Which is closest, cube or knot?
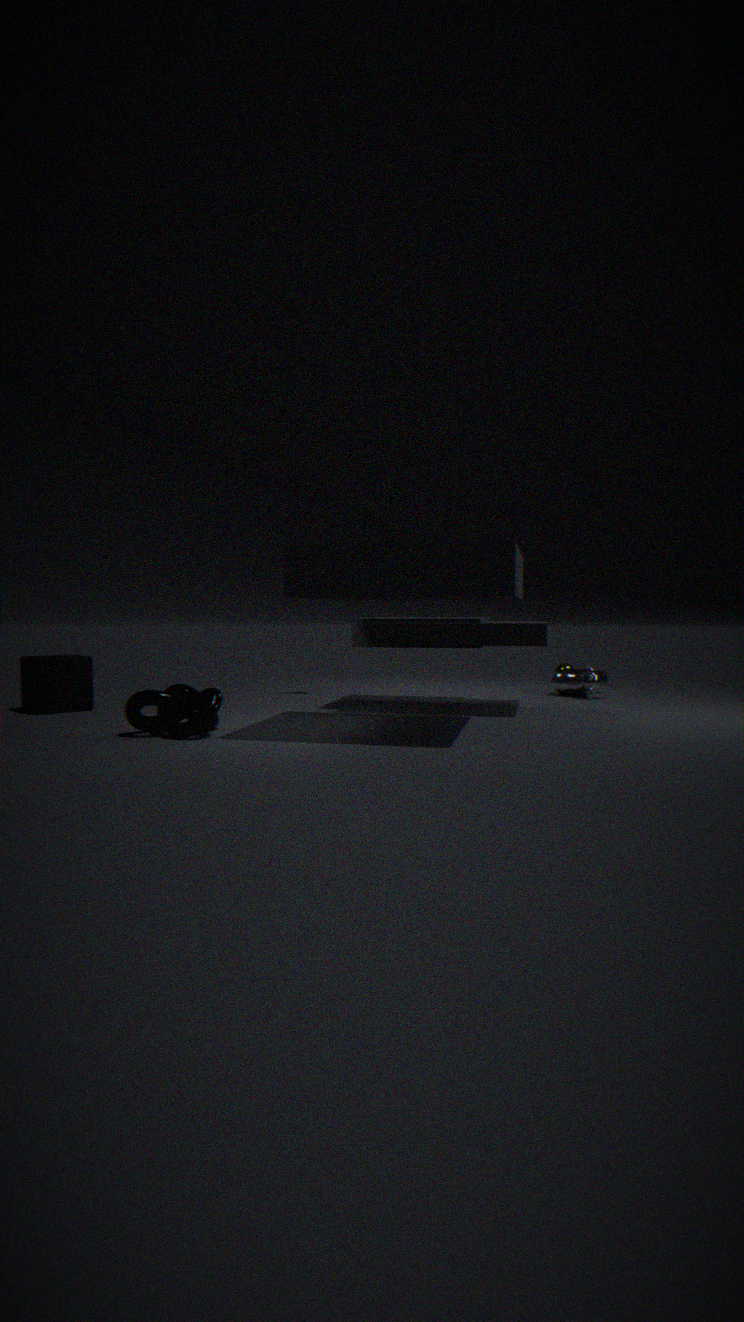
knot
